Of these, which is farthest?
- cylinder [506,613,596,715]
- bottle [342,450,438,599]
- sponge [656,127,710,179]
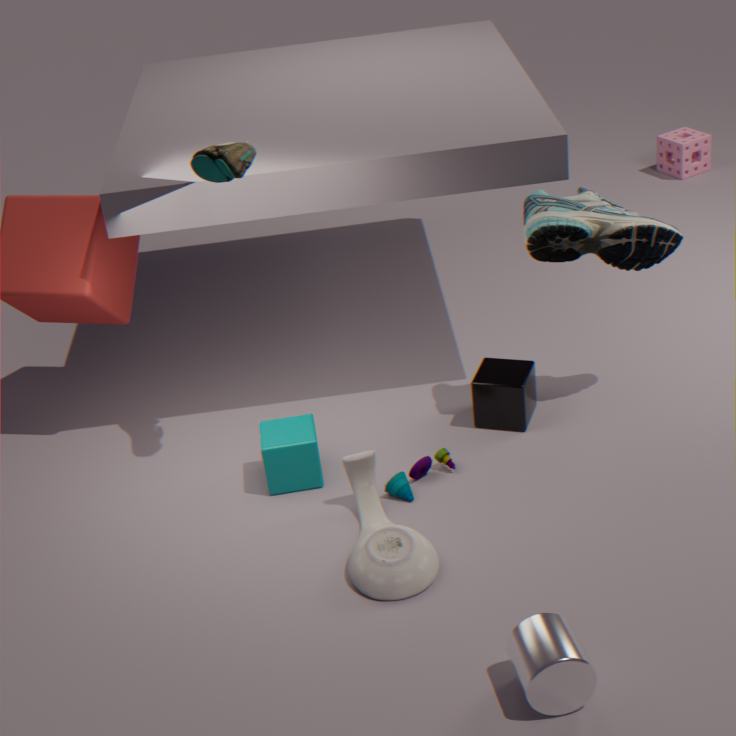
sponge [656,127,710,179]
